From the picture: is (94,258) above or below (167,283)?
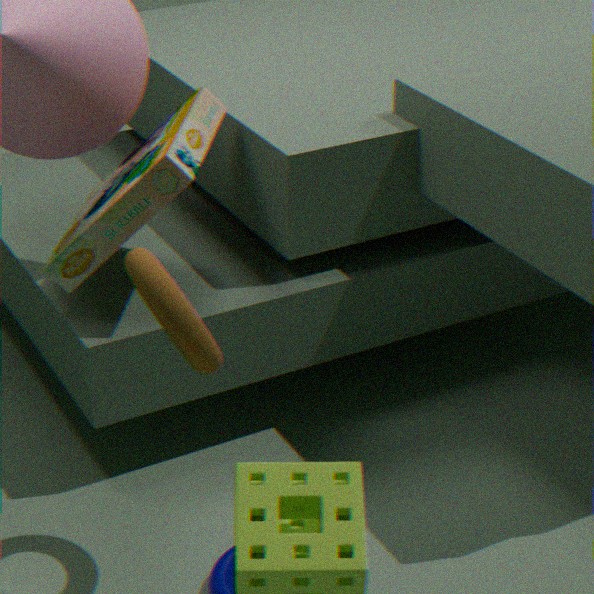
above
